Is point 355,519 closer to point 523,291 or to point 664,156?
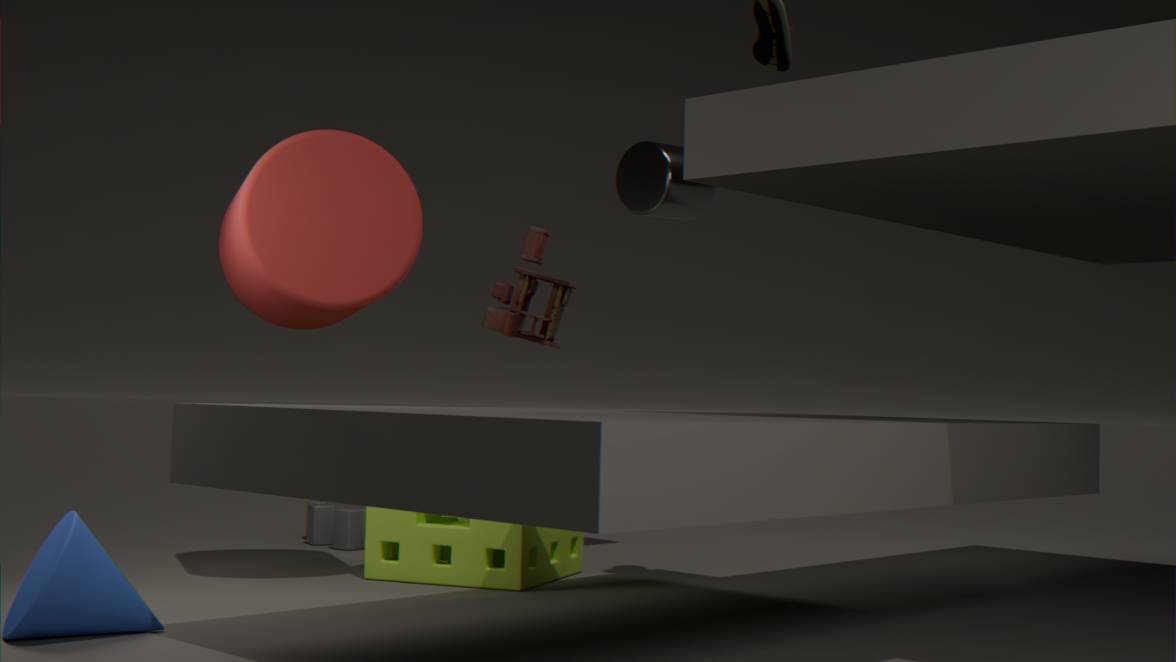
point 523,291
